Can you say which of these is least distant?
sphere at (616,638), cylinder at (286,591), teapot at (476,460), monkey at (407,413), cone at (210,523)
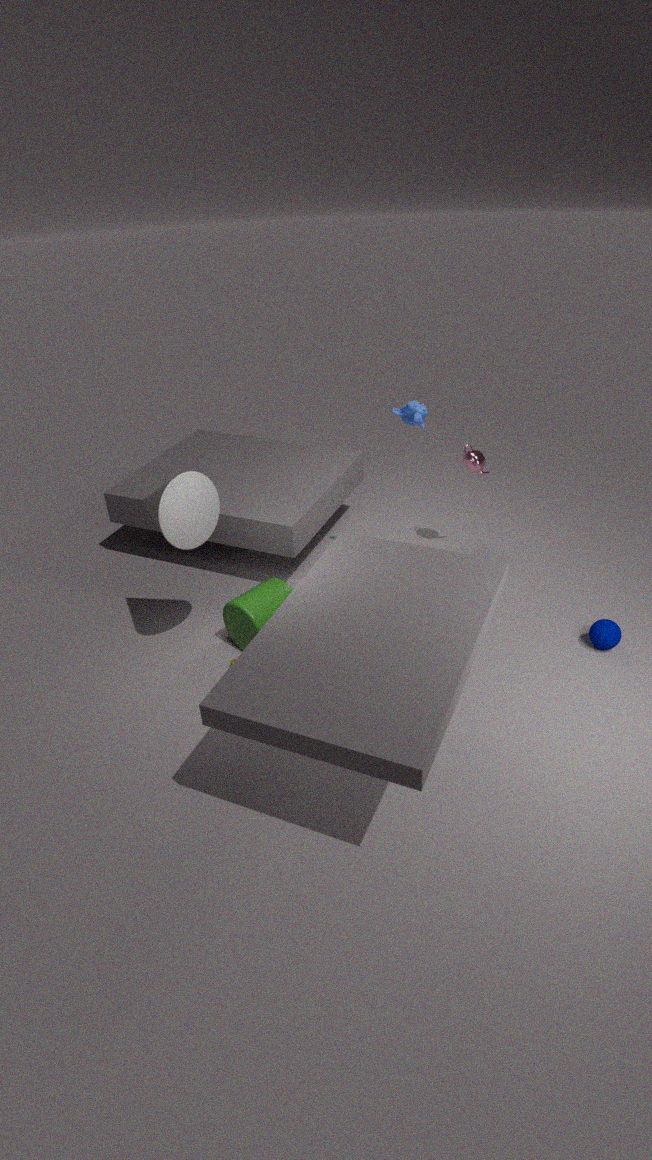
cone at (210,523)
